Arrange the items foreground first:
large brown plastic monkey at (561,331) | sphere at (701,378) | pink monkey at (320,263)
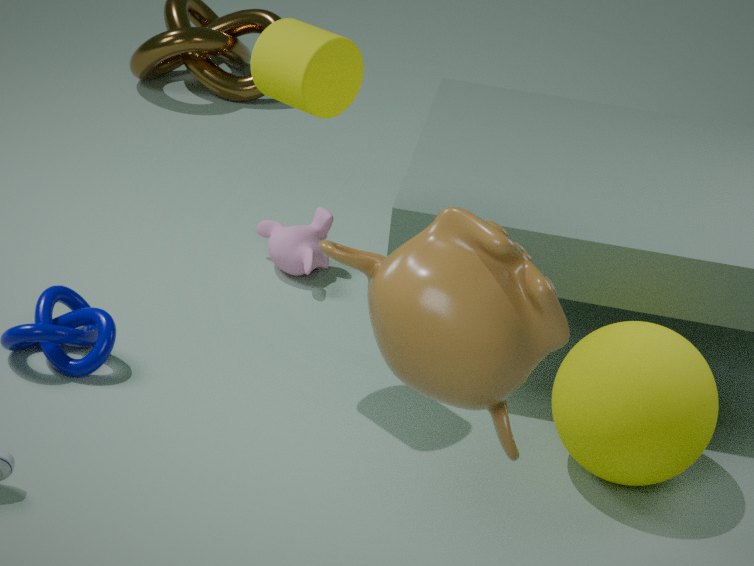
large brown plastic monkey at (561,331), sphere at (701,378), pink monkey at (320,263)
